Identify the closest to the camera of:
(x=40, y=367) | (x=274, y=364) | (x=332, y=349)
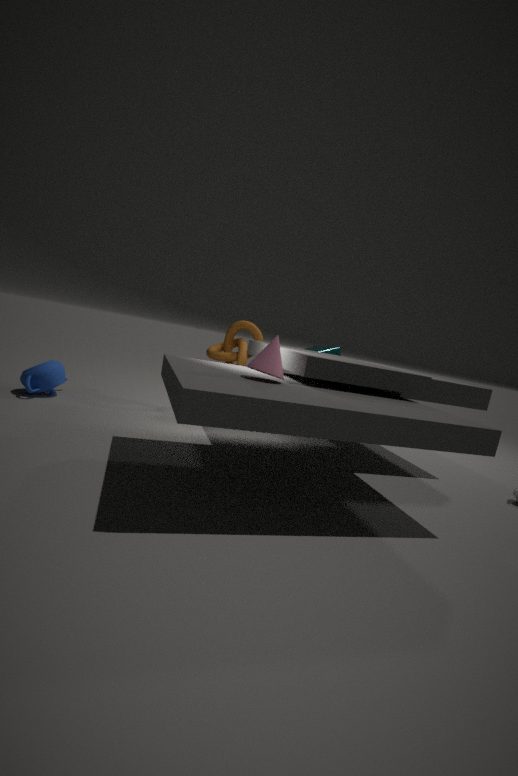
(x=274, y=364)
